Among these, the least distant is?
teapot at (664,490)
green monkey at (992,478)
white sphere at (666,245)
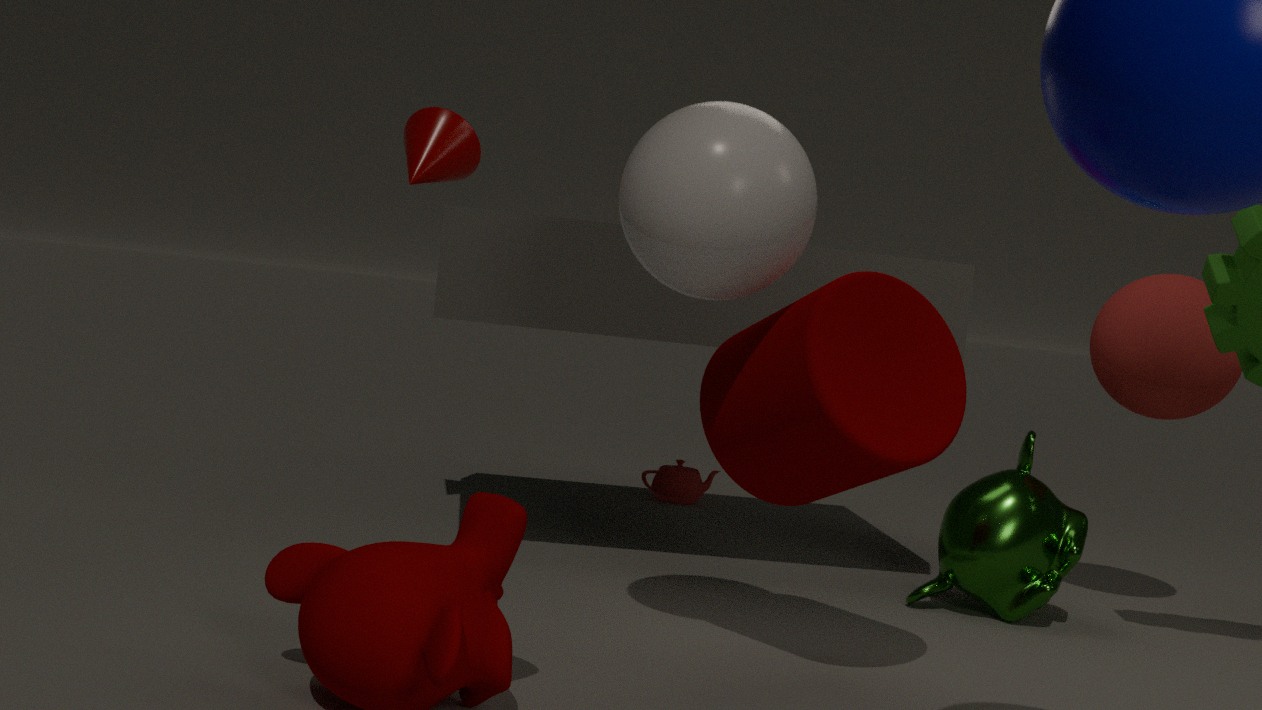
white sphere at (666,245)
